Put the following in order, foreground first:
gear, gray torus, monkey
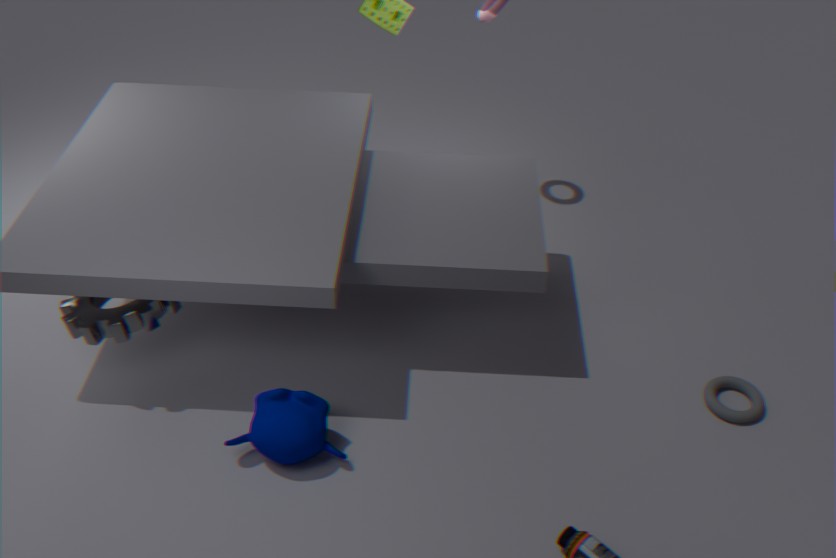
1. monkey
2. gear
3. gray torus
